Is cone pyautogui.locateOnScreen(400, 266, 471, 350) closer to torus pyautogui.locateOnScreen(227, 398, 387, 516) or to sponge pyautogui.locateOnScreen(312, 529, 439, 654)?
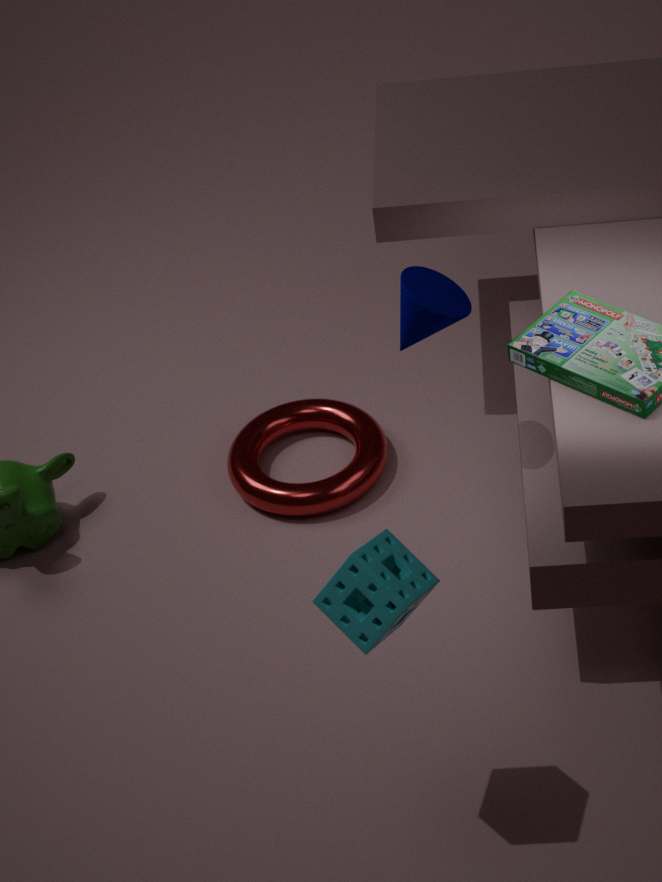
sponge pyautogui.locateOnScreen(312, 529, 439, 654)
